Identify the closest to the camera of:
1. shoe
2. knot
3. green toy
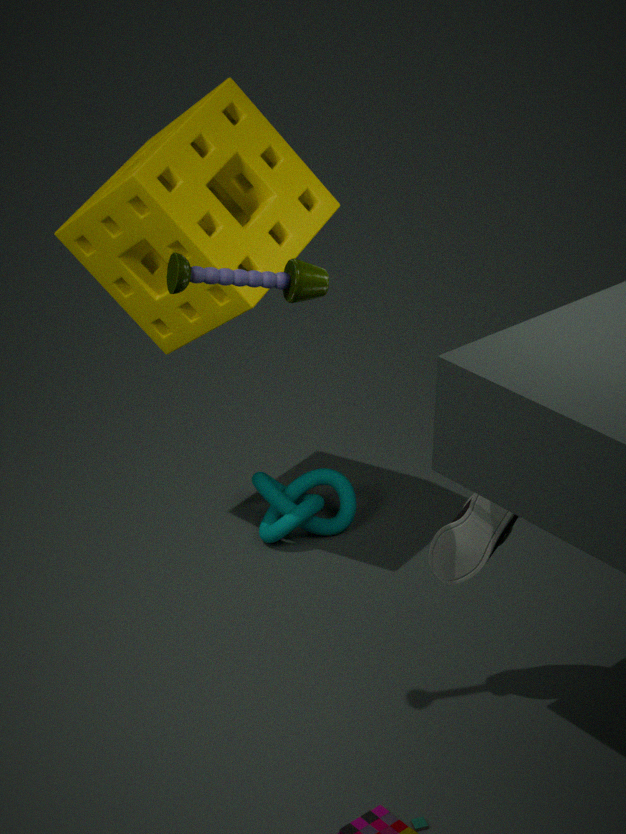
green toy
